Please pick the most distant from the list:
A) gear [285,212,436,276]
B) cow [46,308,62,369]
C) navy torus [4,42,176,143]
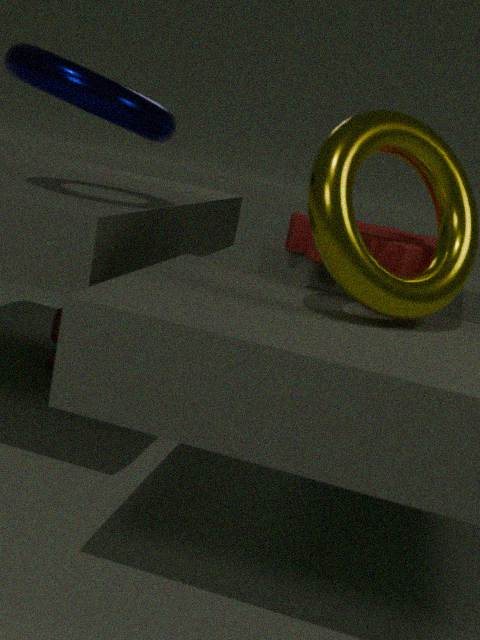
cow [46,308,62,369]
